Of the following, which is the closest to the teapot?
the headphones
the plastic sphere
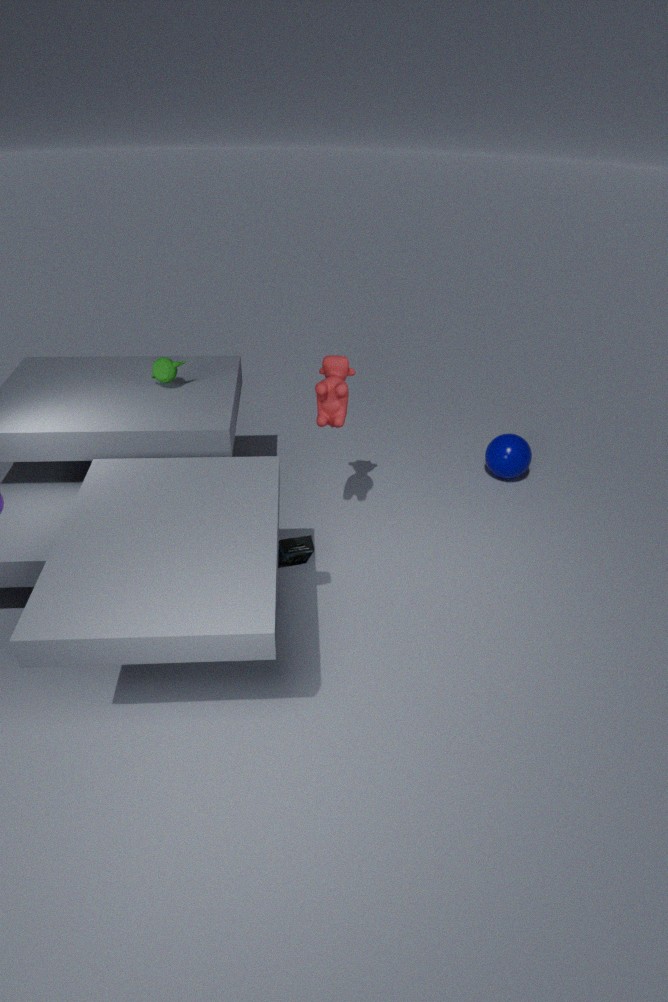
the headphones
